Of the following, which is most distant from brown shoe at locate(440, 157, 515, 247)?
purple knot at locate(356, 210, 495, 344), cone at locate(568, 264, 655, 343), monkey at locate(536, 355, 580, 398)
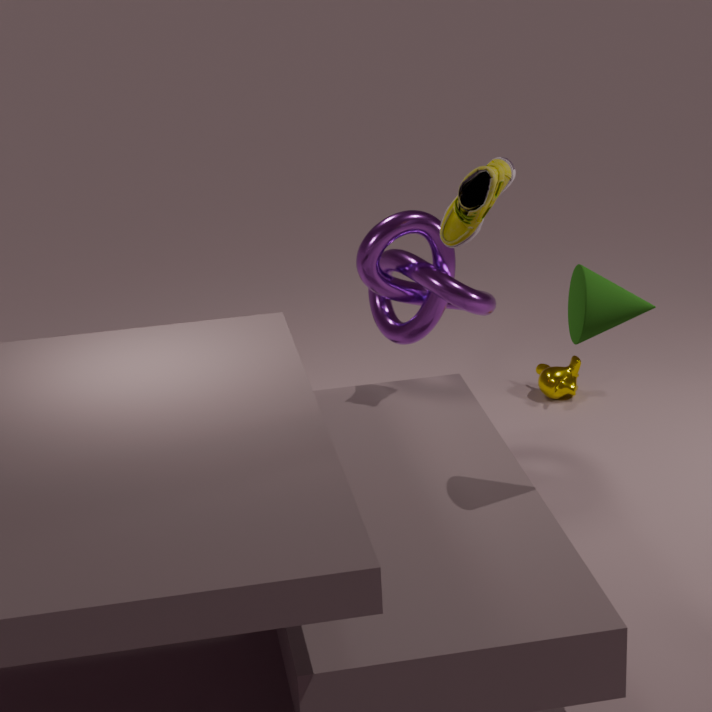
monkey at locate(536, 355, 580, 398)
